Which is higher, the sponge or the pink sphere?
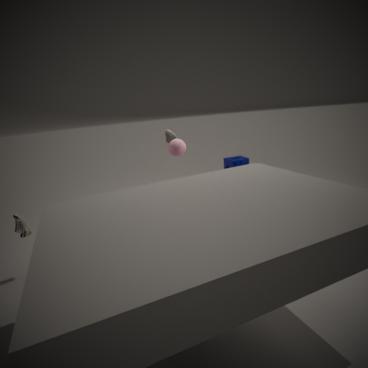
→ the pink sphere
